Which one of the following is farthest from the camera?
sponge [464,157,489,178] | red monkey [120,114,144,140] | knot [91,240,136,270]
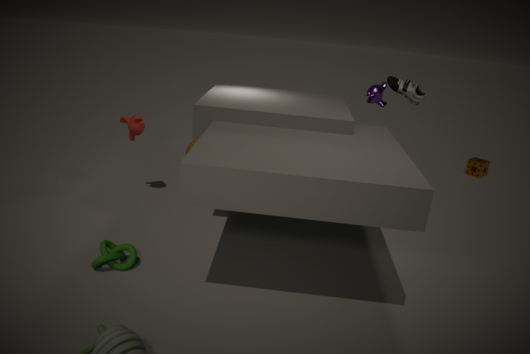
sponge [464,157,489,178]
